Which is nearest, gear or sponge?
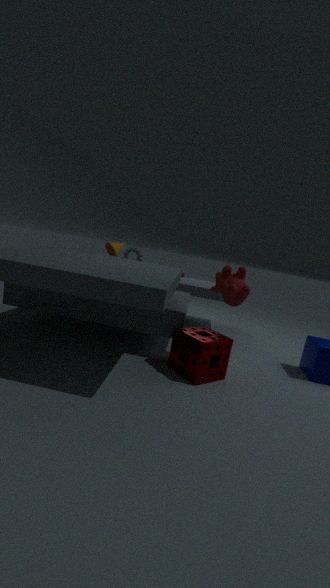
sponge
